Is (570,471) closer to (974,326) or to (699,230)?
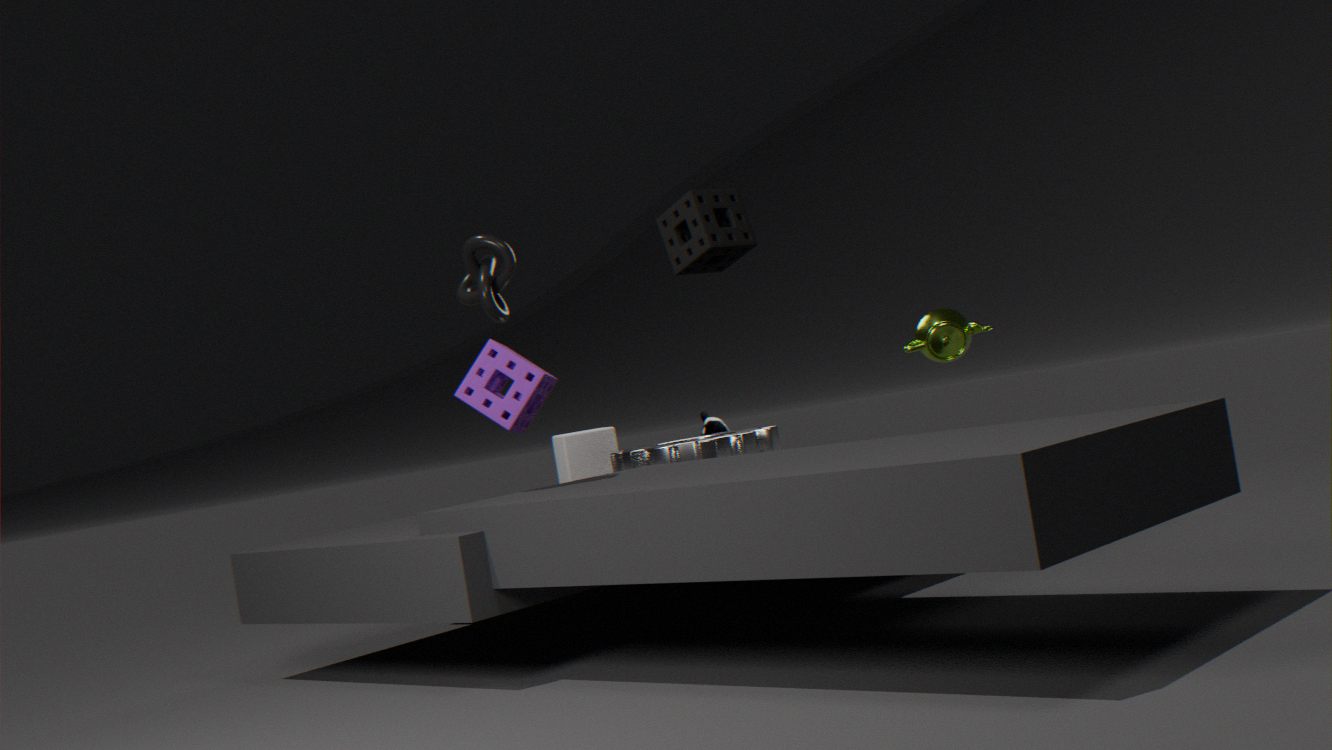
(699,230)
